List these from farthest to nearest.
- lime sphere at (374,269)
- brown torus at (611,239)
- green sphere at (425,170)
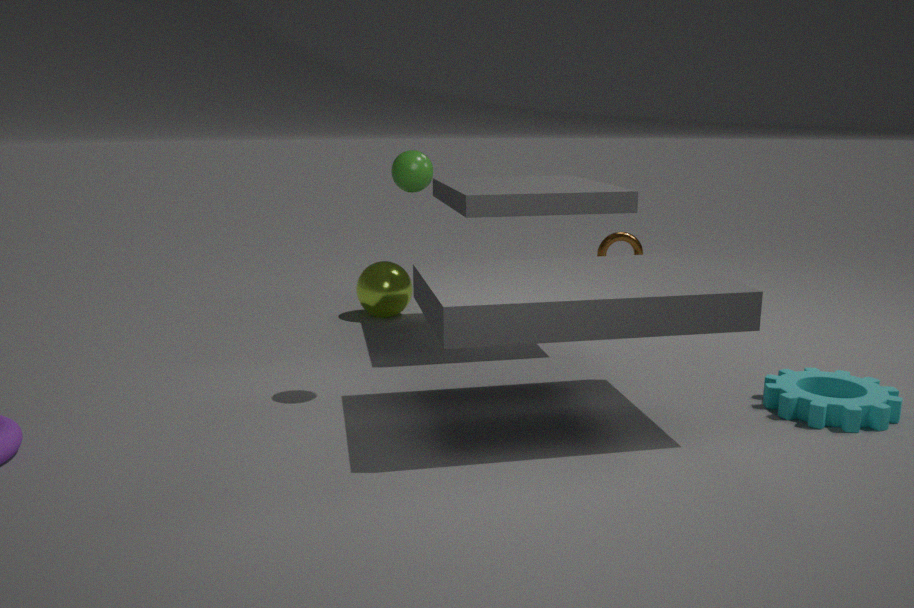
lime sphere at (374,269)
brown torus at (611,239)
green sphere at (425,170)
